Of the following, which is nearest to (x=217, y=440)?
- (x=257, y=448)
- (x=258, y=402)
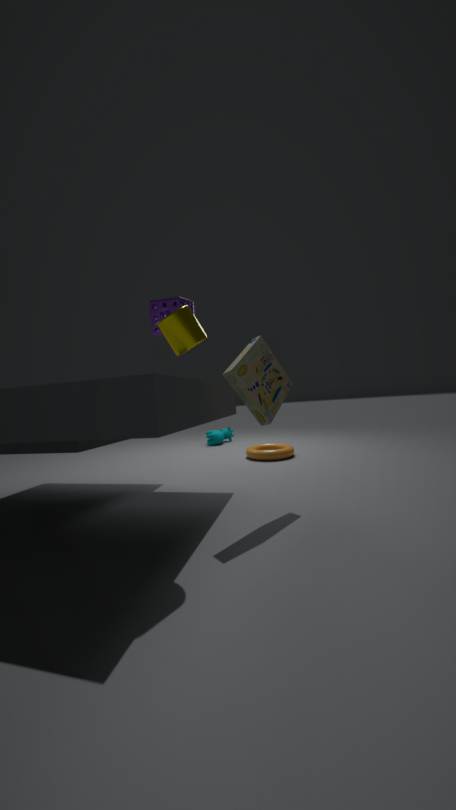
(x=257, y=448)
